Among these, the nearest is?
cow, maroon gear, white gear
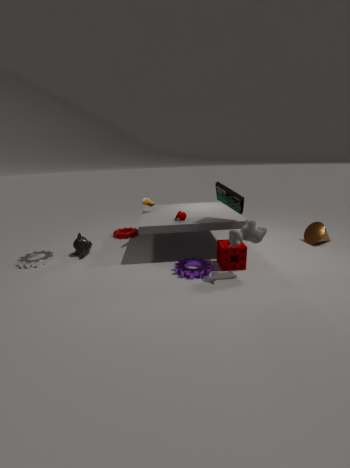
cow
